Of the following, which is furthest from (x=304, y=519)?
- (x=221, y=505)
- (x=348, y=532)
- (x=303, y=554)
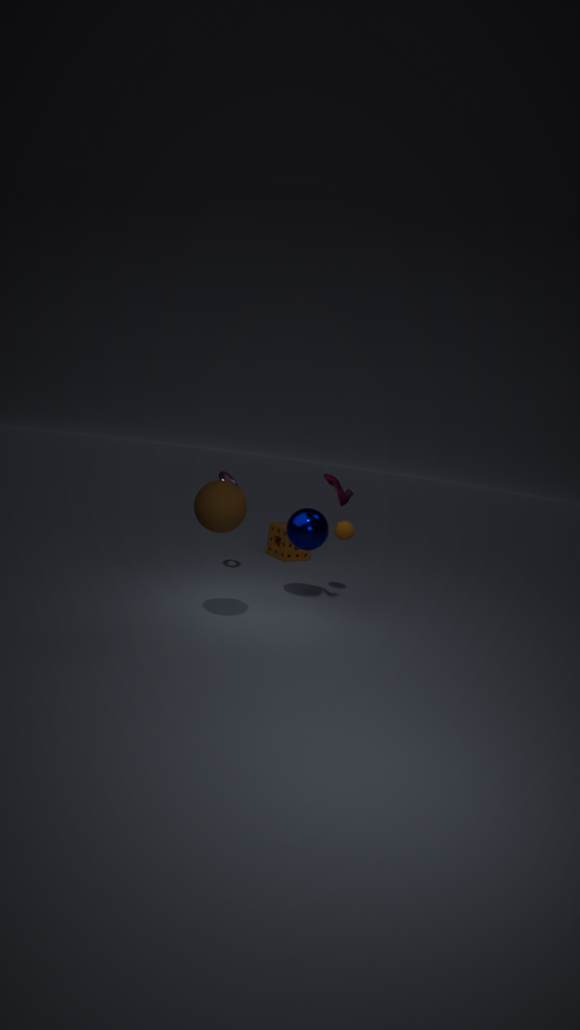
(x=303, y=554)
